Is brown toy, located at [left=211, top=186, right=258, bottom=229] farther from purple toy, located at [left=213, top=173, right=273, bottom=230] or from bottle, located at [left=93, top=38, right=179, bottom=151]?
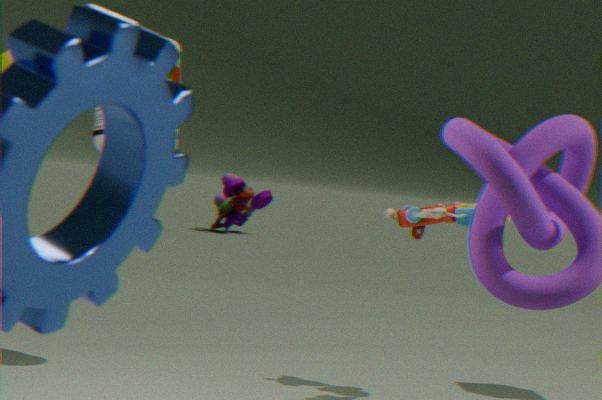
bottle, located at [left=93, top=38, right=179, bottom=151]
